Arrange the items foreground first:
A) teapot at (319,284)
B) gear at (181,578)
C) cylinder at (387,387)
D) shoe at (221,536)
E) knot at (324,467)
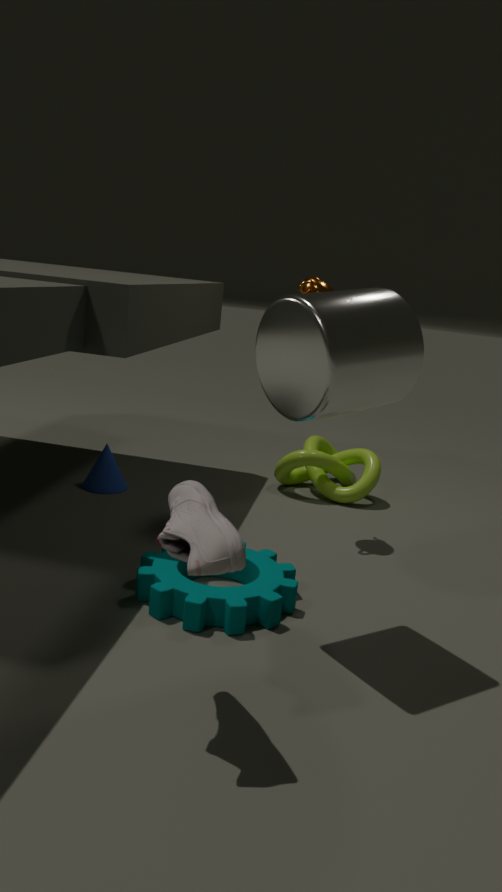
shoe at (221,536), cylinder at (387,387), gear at (181,578), teapot at (319,284), knot at (324,467)
